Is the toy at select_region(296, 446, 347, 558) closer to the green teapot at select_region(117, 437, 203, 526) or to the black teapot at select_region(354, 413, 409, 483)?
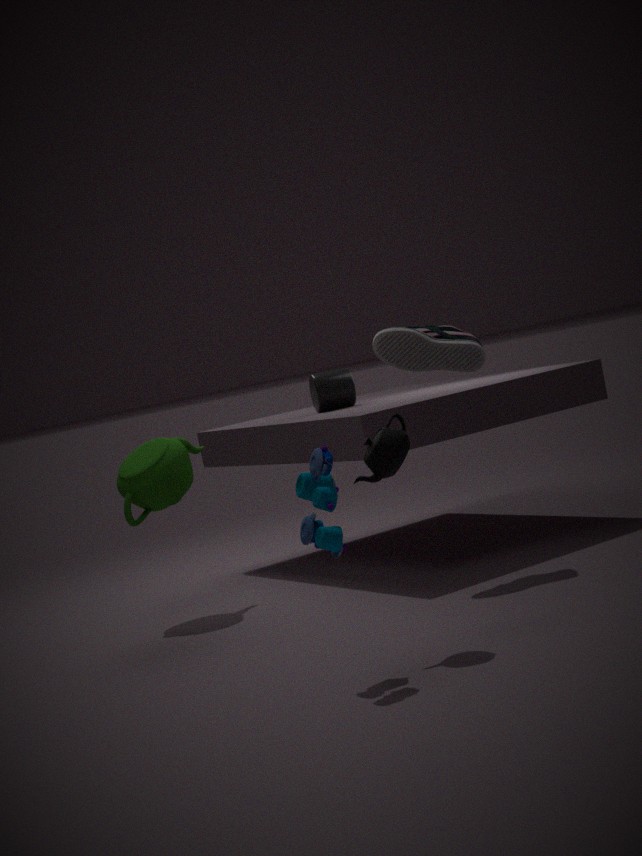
the black teapot at select_region(354, 413, 409, 483)
